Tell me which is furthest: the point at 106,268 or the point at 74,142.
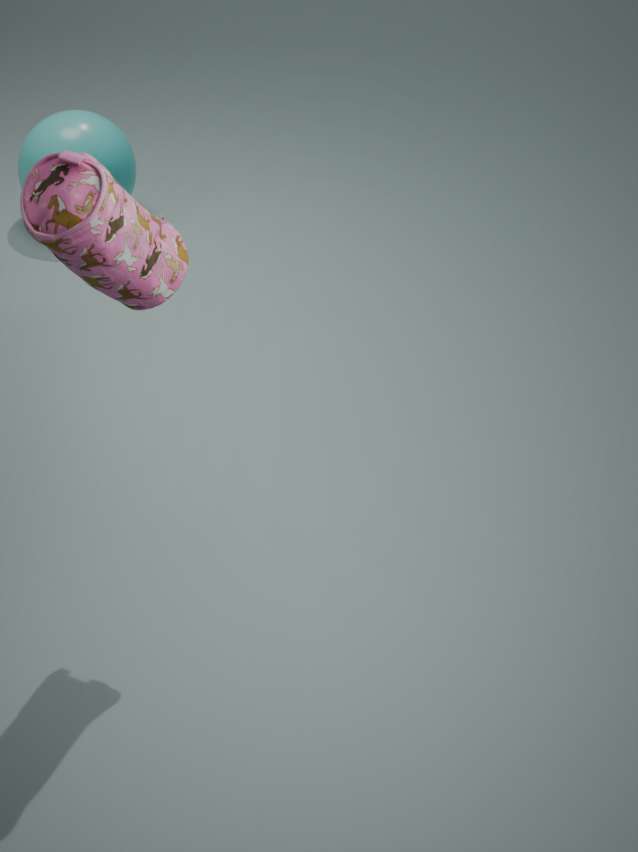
the point at 74,142
